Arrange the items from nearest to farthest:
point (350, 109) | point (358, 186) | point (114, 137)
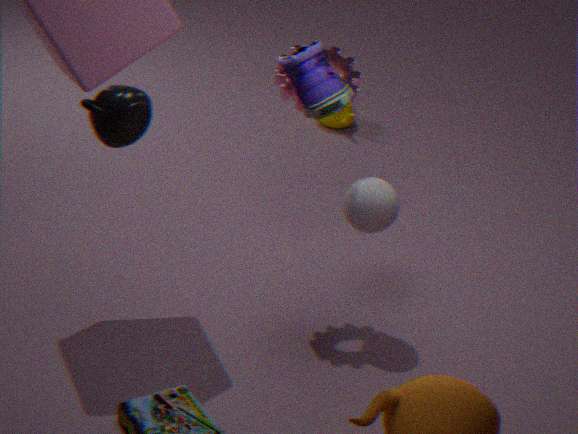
point (114, 137)
point (358, 186)
point (350, 109)
